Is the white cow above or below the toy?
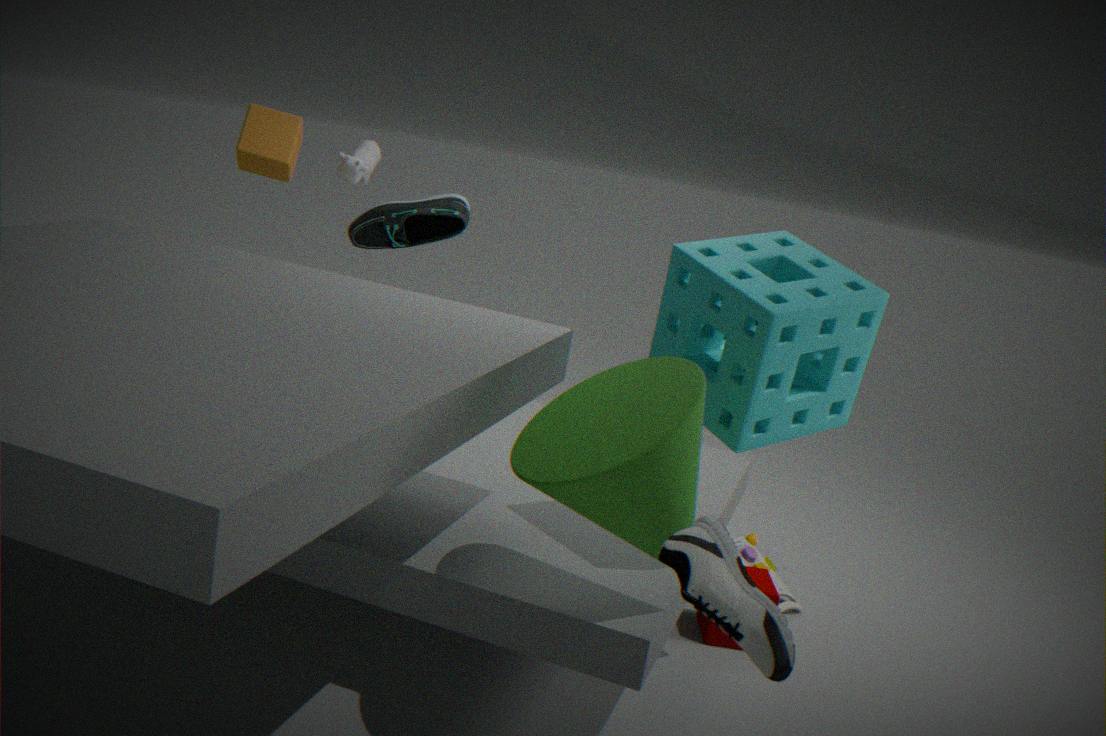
above
